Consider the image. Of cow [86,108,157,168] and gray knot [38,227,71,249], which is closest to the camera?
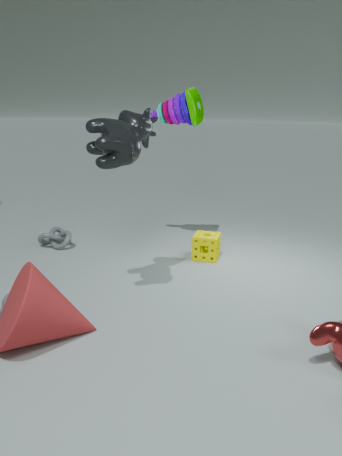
cow [86,108,157,168]
